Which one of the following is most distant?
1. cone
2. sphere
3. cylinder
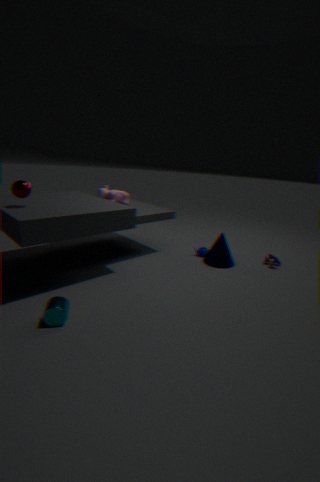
cone
